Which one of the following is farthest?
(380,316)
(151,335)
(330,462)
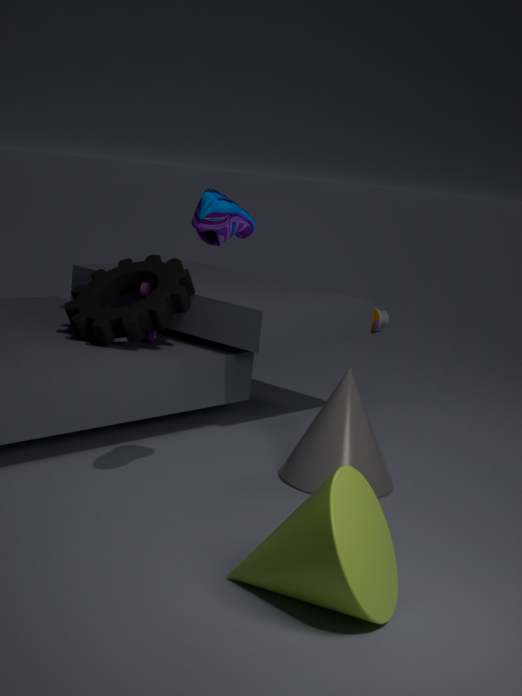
(380,316)
